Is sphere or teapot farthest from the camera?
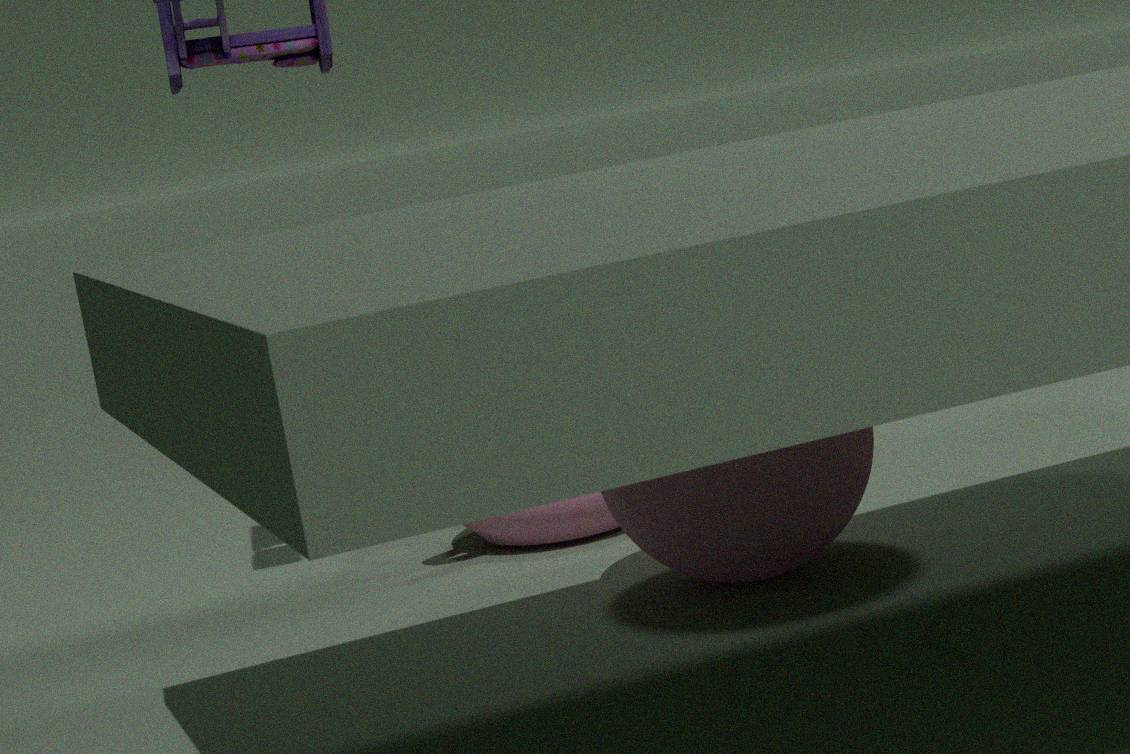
teapot
